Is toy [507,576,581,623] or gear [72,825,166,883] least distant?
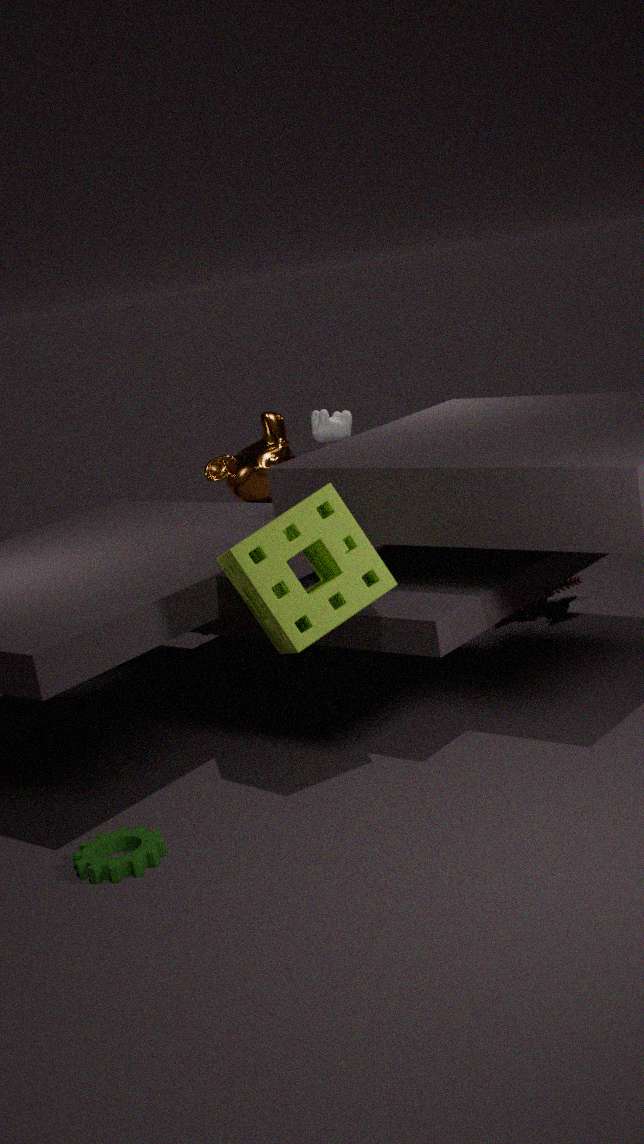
gear [72,825,166,883]
